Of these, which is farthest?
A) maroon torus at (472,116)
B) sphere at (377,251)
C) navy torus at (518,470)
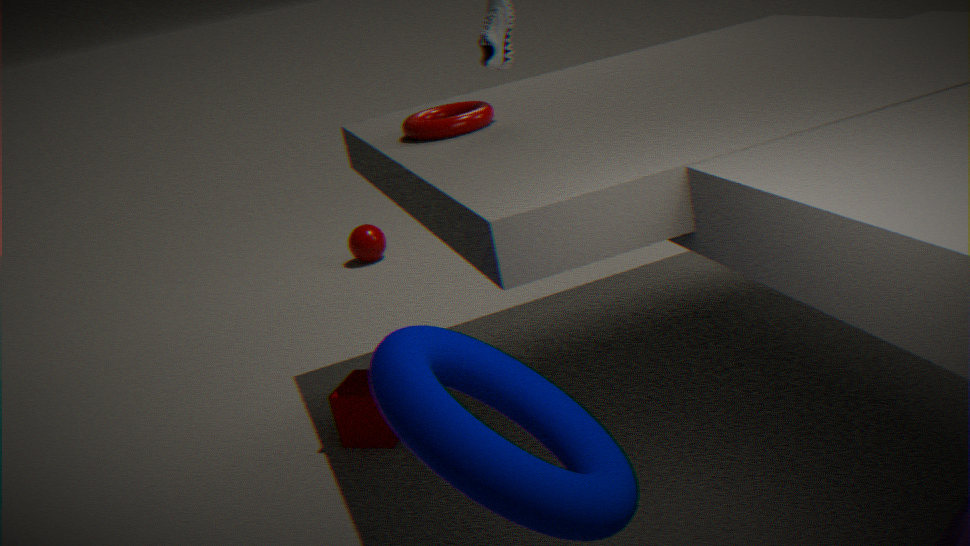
sphere at (377,251)
